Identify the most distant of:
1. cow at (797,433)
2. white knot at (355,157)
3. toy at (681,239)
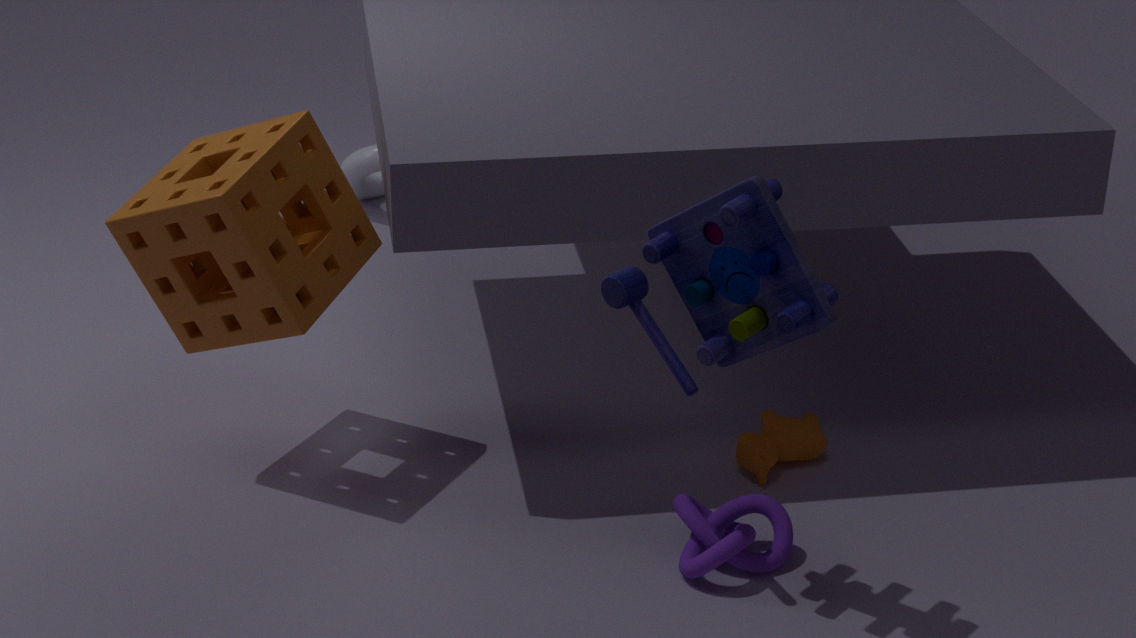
white knot at (355,157)
